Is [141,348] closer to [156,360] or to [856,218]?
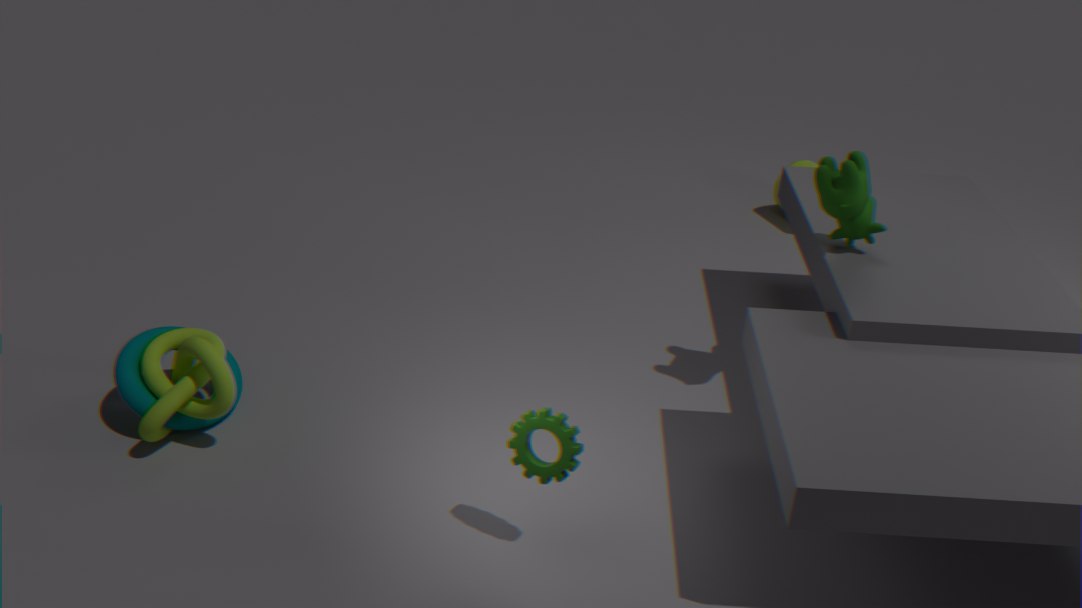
[156,360]
